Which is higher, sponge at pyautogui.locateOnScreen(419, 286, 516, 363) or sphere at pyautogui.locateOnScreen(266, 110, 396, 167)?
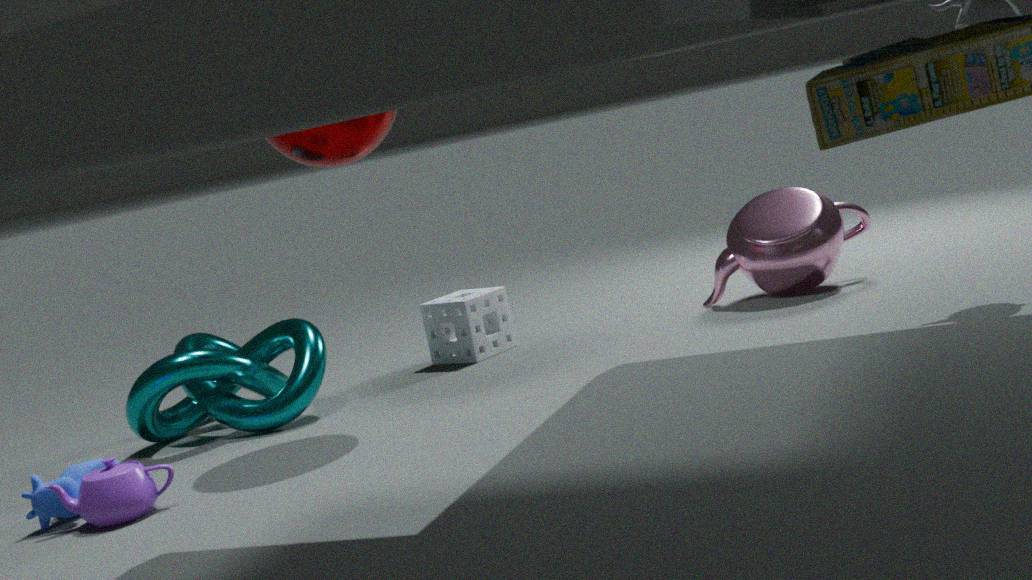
sphere at pyautogui.locateOnScreen(266, 110, 396, 167)
